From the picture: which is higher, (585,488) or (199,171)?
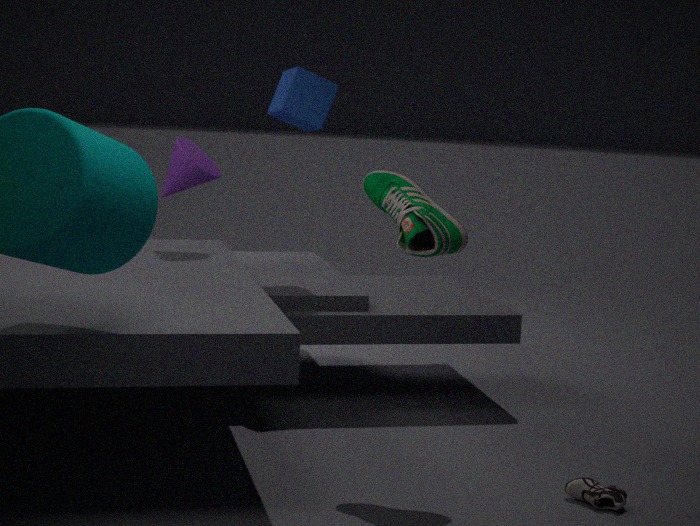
(199,171)
